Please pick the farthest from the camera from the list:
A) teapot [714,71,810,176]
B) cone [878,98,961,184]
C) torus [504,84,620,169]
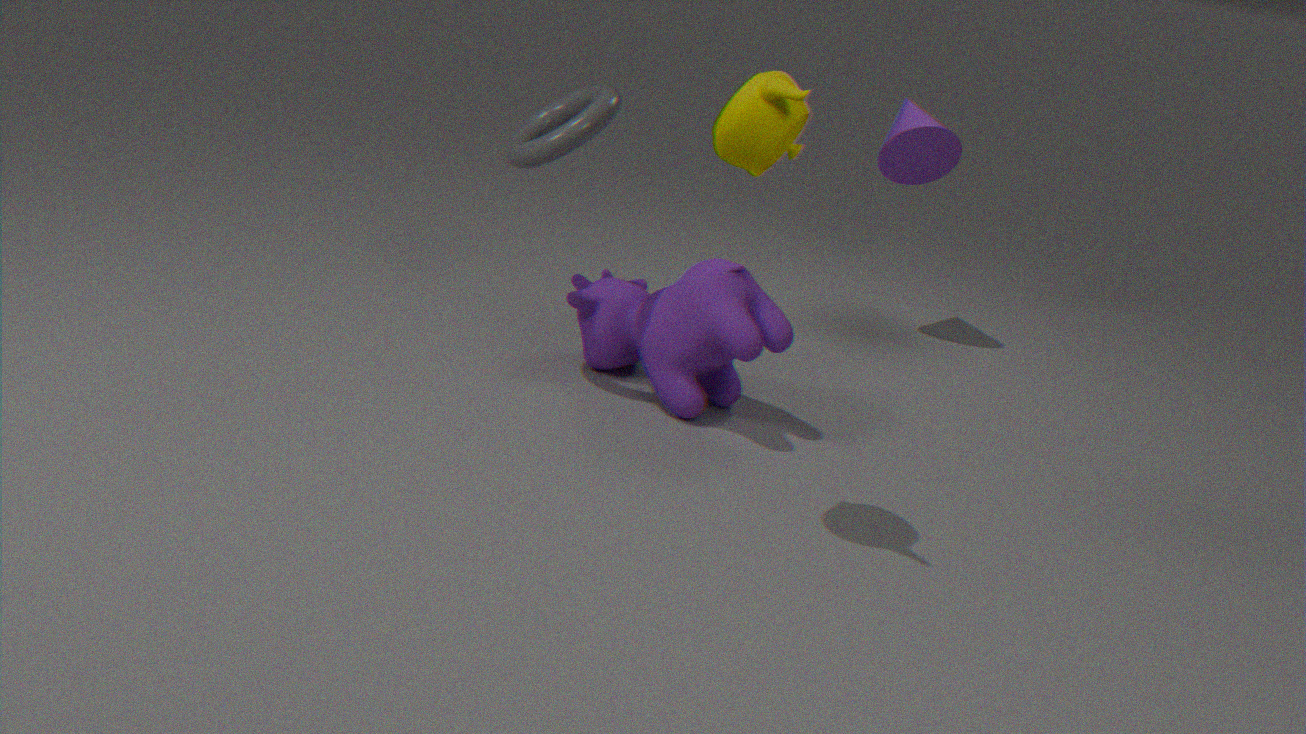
cone [878,98,961,184]
